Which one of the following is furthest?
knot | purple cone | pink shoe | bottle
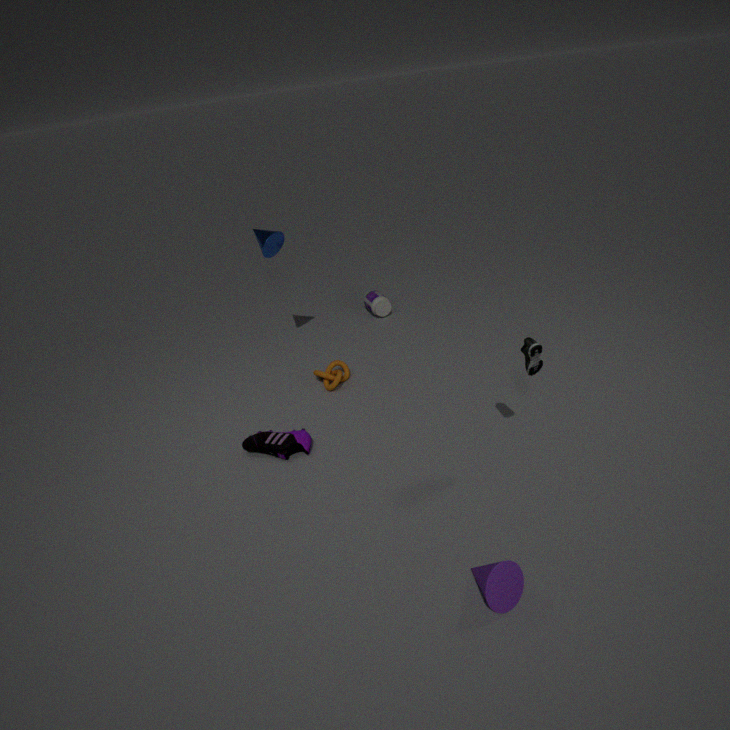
bottle
